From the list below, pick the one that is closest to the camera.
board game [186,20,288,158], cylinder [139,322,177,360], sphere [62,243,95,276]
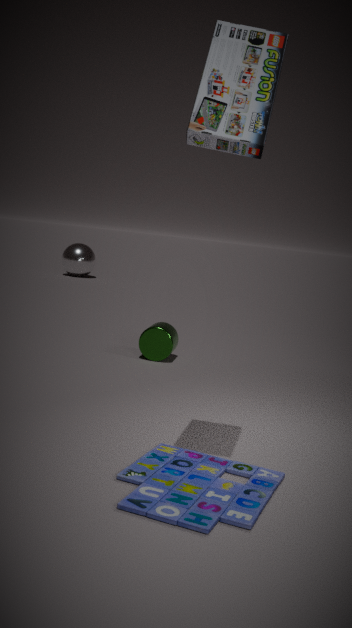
board game [186,20,288,158]
